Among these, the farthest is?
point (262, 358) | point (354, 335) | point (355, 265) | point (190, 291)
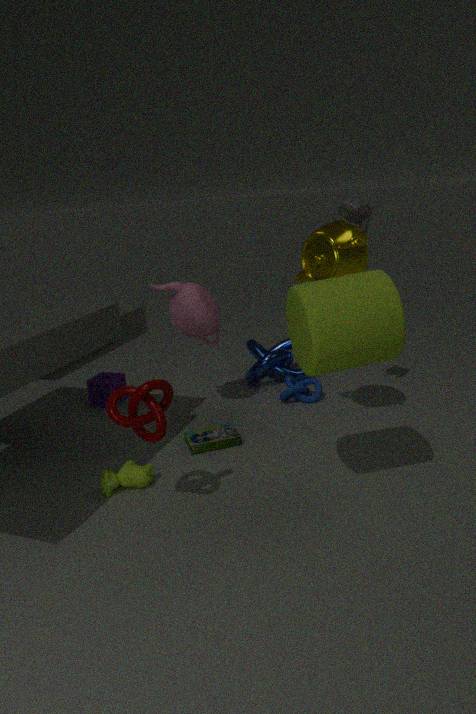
point (262, 358)
